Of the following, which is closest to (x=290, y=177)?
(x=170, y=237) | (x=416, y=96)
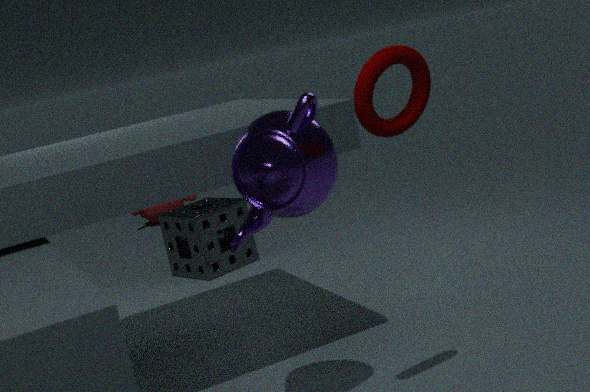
(x=416, y=96)
